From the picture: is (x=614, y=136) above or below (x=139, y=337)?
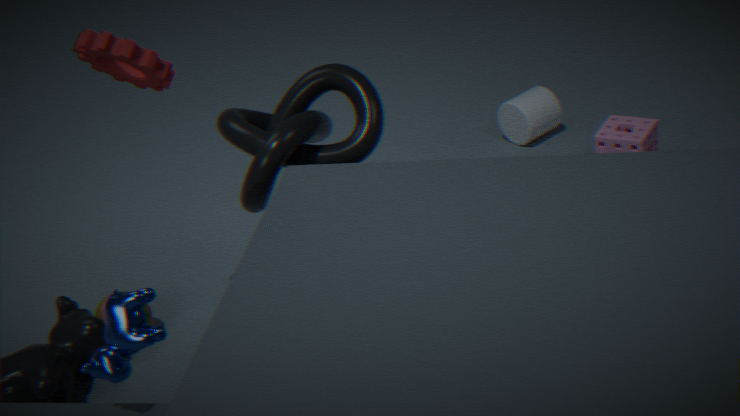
below
